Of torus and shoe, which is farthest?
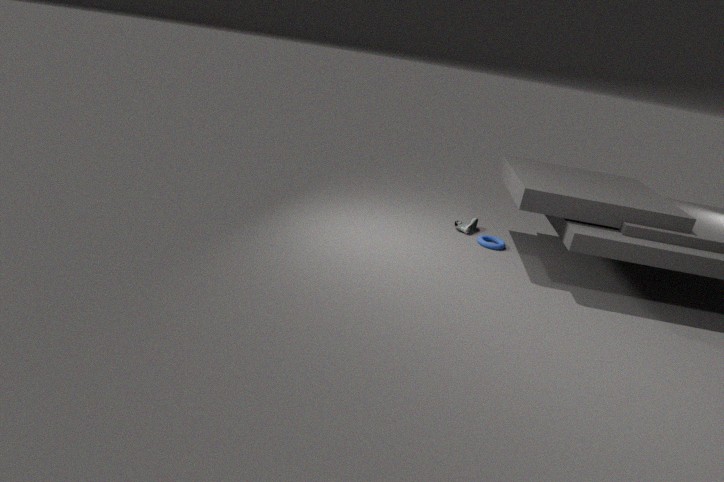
shoe
